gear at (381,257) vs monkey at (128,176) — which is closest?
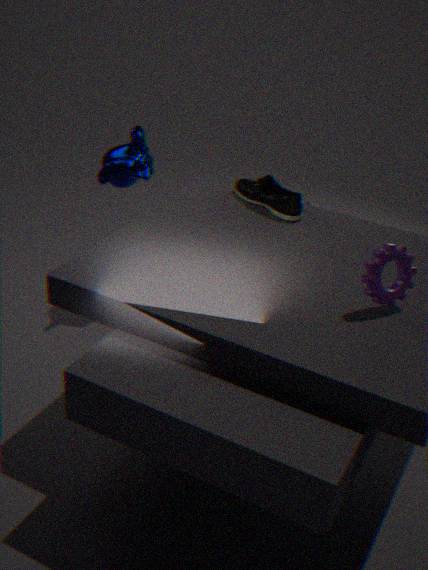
gear at (381,257)
